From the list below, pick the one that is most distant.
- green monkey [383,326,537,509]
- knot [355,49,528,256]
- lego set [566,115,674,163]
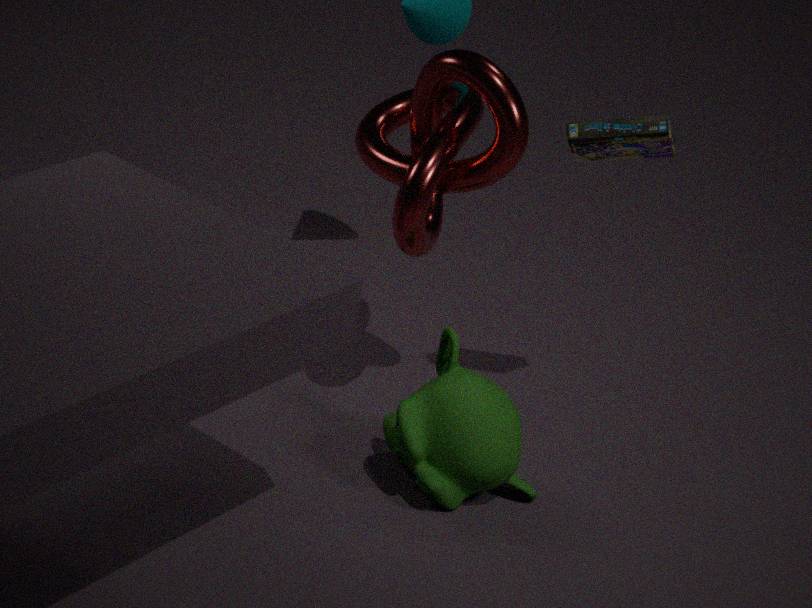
green monkey [383,326,537,509]
